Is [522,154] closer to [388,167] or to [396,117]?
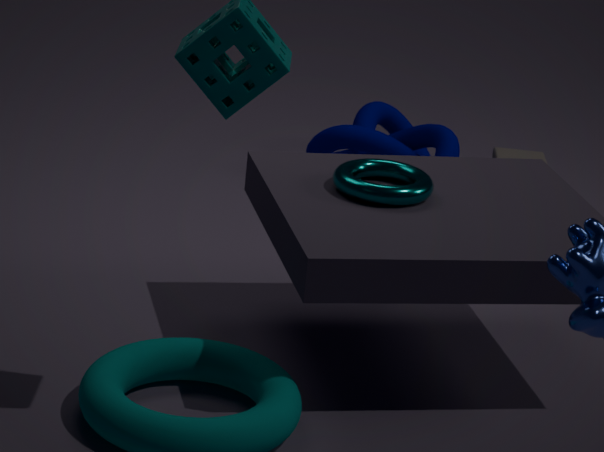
[396,117]
